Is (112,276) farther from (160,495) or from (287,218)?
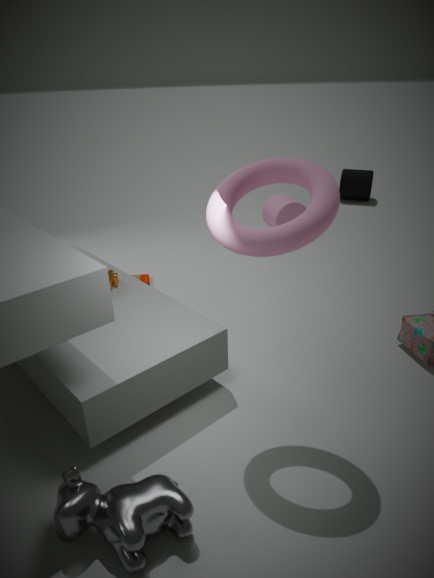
(287,218)
